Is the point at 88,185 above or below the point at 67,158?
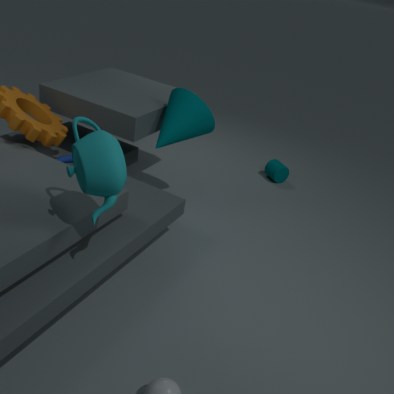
above
